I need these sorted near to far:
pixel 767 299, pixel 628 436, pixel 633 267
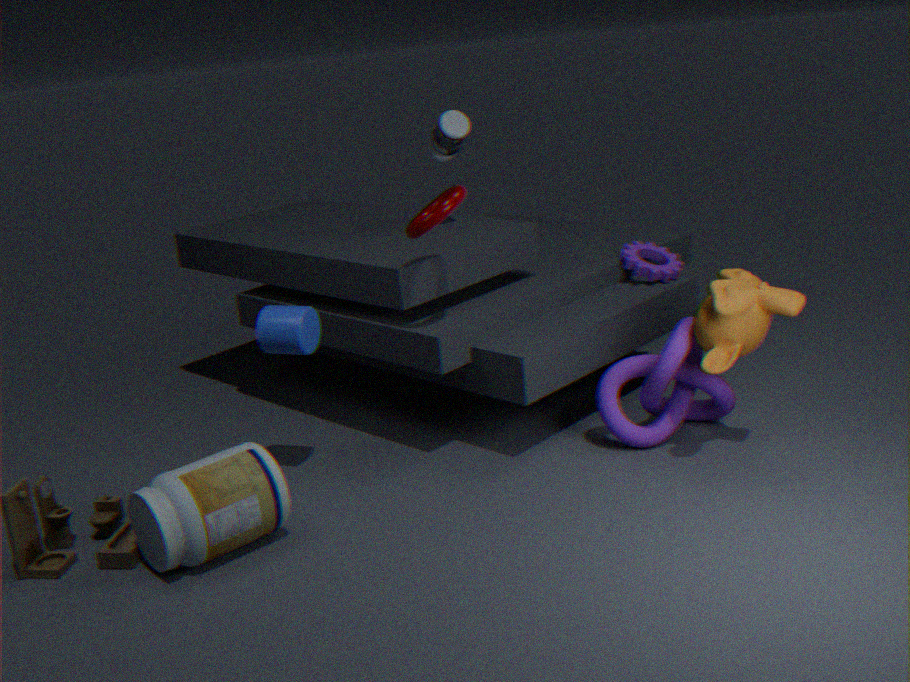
pixel 767 299
pixel 628 436
pixel 633 267
